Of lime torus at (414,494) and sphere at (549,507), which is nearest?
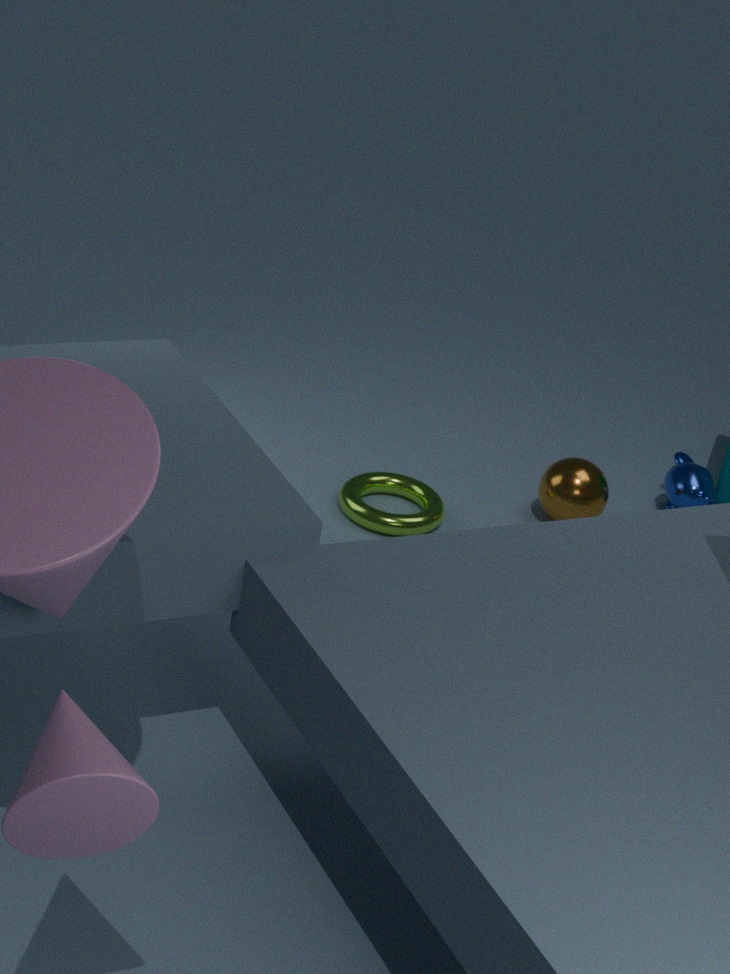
lime torus at (414,494)
